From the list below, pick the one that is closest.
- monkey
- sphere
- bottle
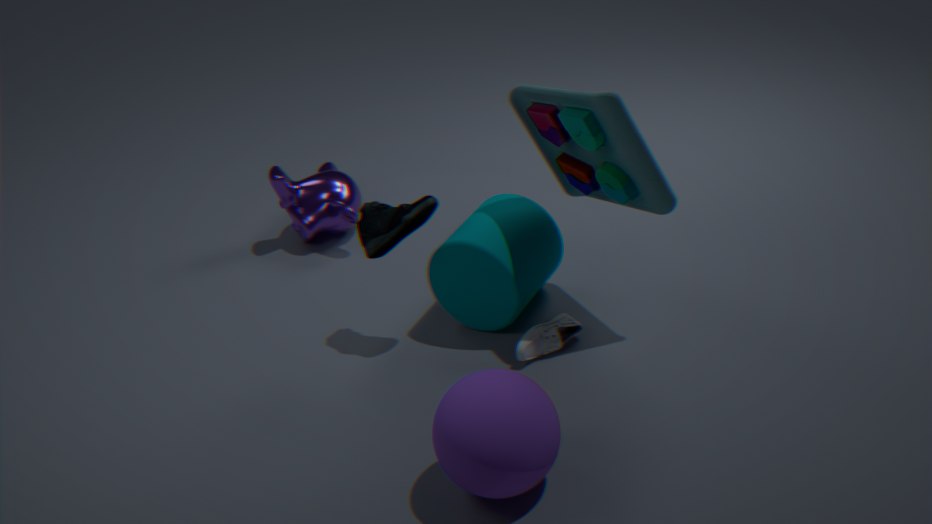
sphere
